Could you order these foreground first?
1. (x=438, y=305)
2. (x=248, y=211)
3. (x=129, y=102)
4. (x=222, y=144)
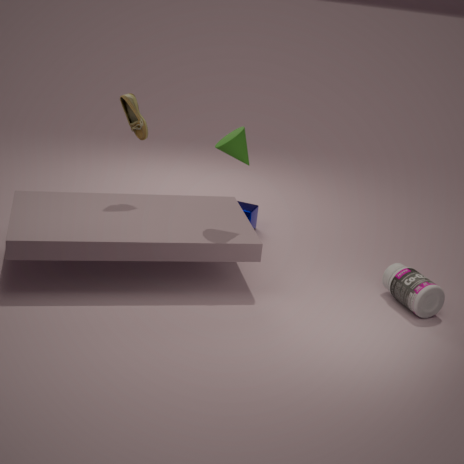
(x=222, y=144)
(x=438, y=305)
(x=129, y=102)
(x=248, y=211)
